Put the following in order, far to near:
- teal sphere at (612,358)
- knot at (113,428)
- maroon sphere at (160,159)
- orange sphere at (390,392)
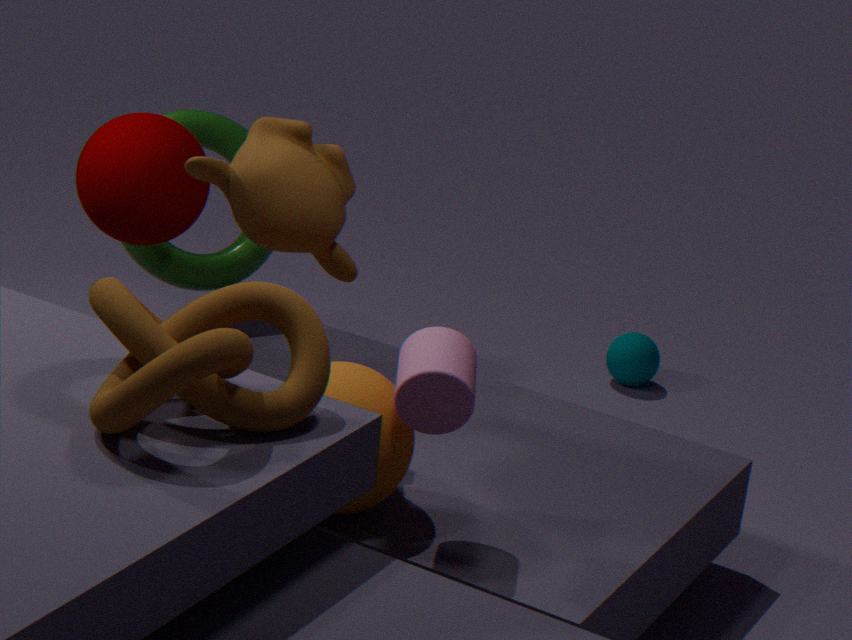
teal sphere at (612,358) → maroon sphere at (160,159) → orange sphere at (390,392) → knot at (113,428)
